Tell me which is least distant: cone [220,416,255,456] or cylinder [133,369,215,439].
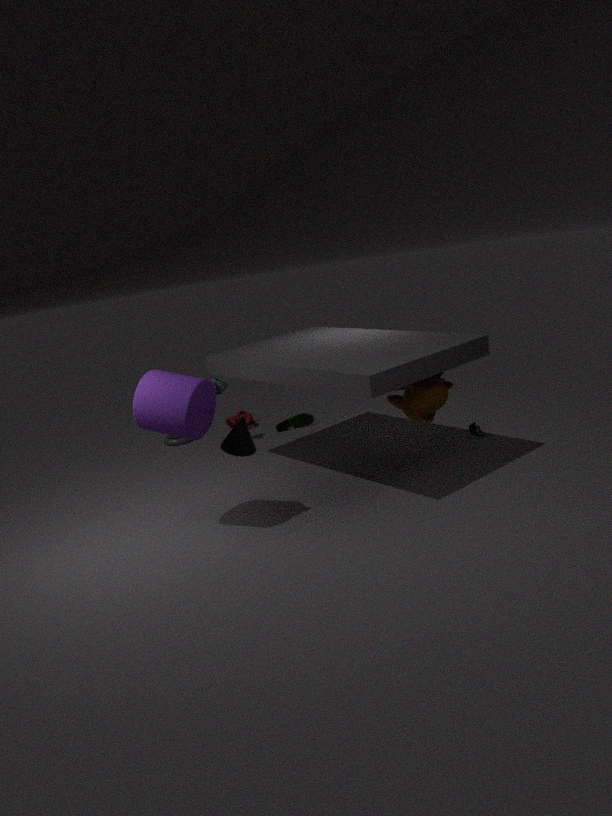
cylinder [133,369,215,439]
